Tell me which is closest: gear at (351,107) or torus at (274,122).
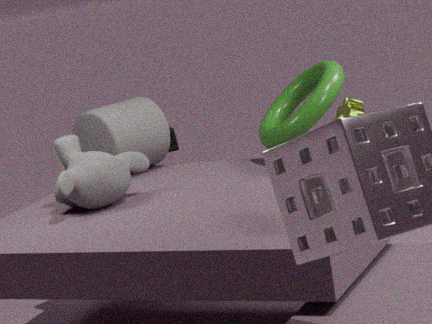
gear at (351,107)
